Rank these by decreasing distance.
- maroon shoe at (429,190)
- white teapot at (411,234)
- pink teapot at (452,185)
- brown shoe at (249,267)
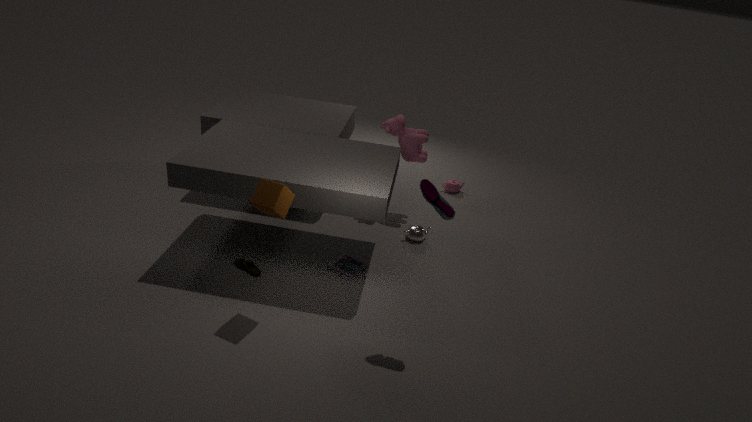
pink teapot at (452,185)
white teapot at (411,234)
brown shoe at (249,267)
maroon shoe at (429,190)
